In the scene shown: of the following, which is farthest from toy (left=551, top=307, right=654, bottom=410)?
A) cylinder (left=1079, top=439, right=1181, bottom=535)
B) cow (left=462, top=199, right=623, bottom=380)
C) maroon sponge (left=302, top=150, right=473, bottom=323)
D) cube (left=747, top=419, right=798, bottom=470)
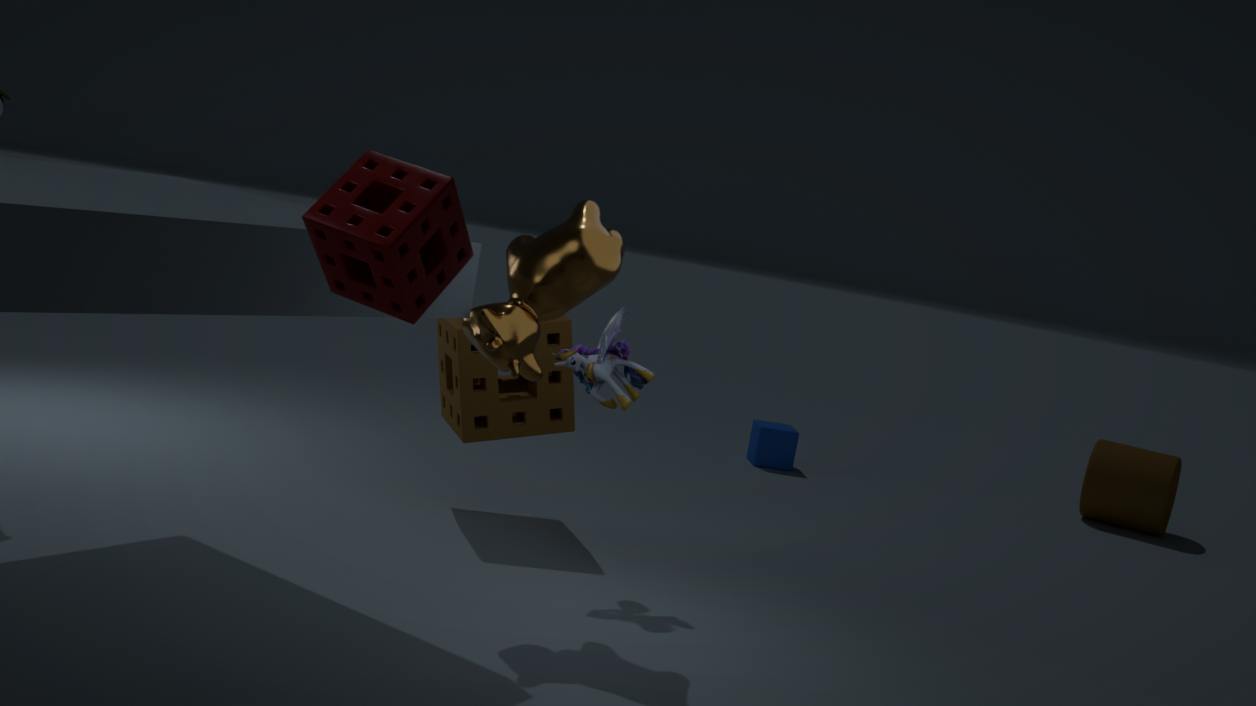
cylinder (left=1079, top=439, right=1181, bottom=535)
